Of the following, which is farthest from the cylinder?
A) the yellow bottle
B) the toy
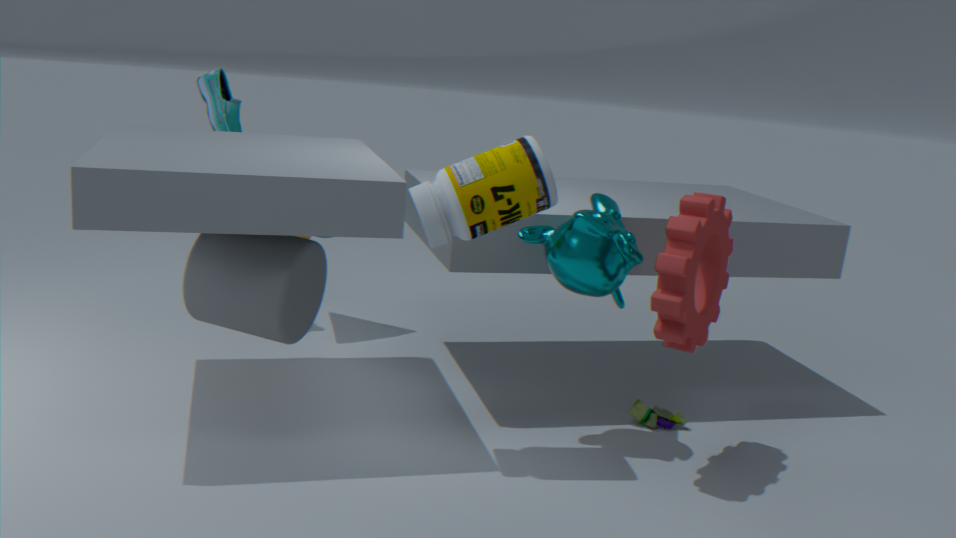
the toy
